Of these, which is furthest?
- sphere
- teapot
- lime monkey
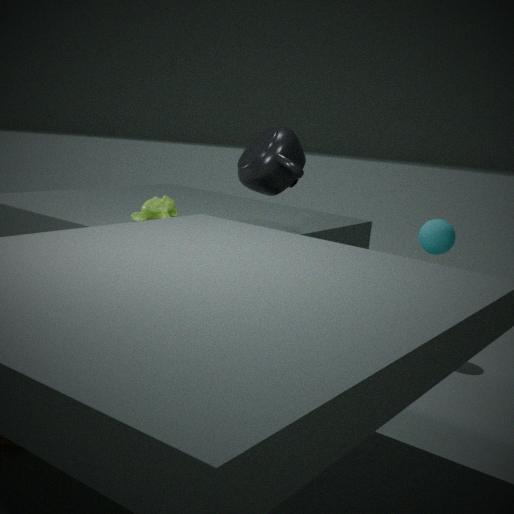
lime monkey
